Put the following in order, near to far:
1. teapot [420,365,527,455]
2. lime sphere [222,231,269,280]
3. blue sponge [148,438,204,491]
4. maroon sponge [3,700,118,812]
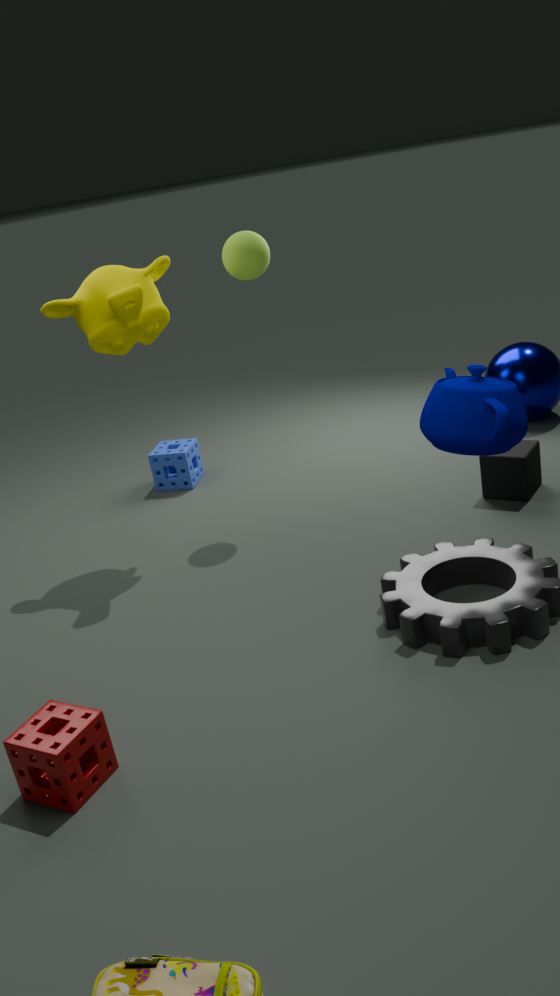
maroon sponge [3,700,118,812] < teapot [420,365,527,455] < lime sphere [222,231,269,280] < blue sponge [148,438,204,491]
